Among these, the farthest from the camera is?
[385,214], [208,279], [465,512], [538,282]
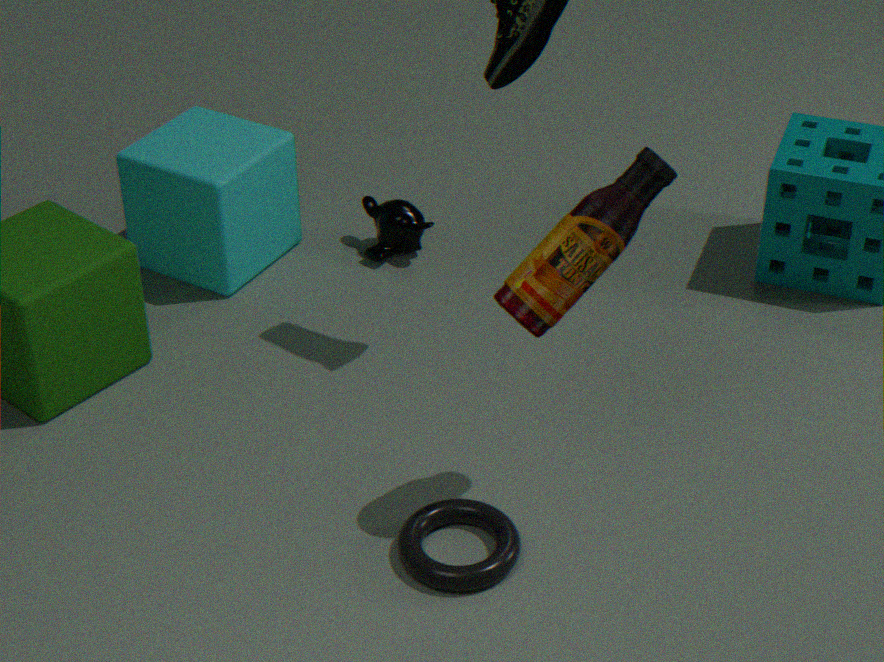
[385,214]
